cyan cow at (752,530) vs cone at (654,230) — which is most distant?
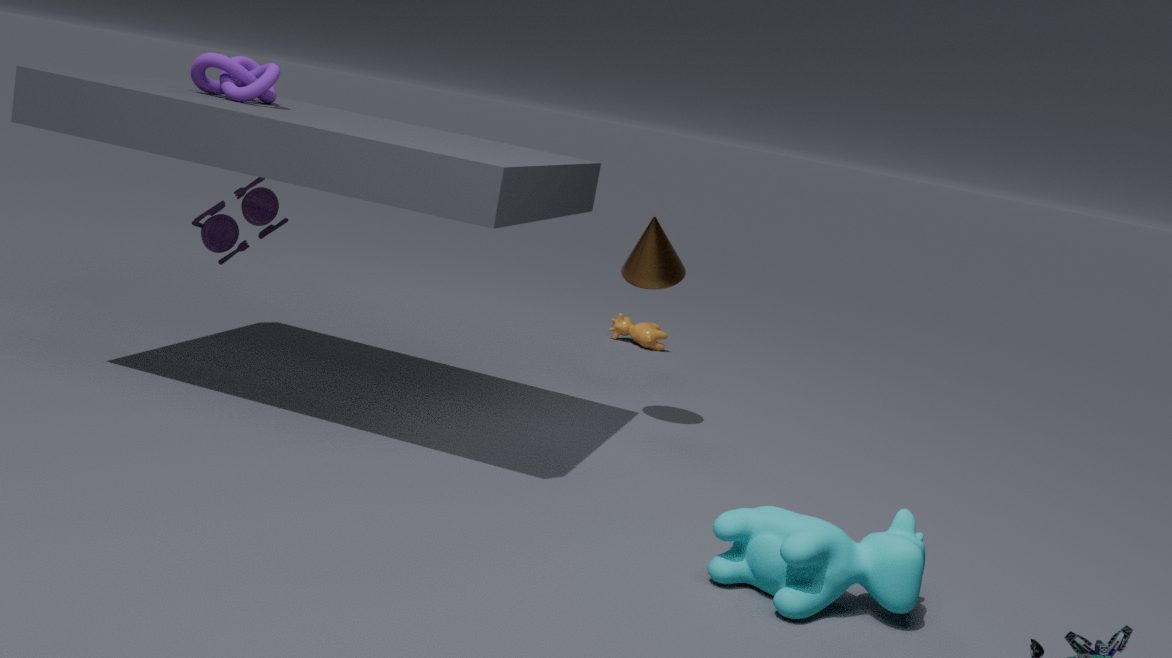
cone at (654,230)
